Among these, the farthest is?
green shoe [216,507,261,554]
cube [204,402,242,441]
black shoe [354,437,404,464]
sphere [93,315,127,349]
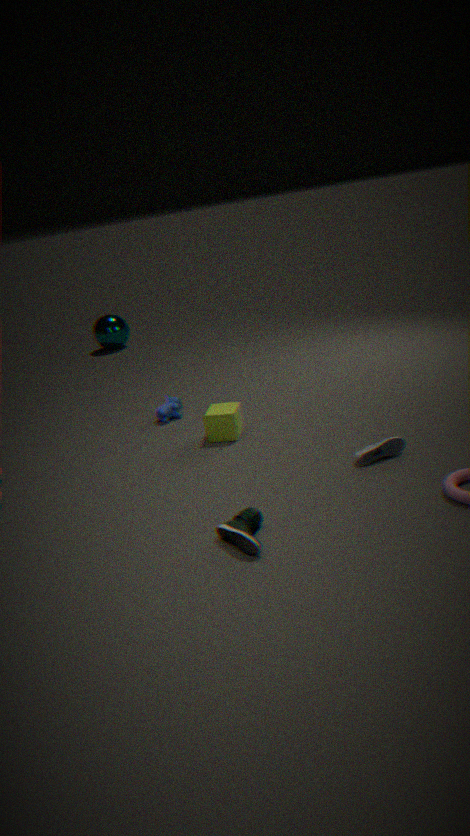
sphere [93,315,127,349]
